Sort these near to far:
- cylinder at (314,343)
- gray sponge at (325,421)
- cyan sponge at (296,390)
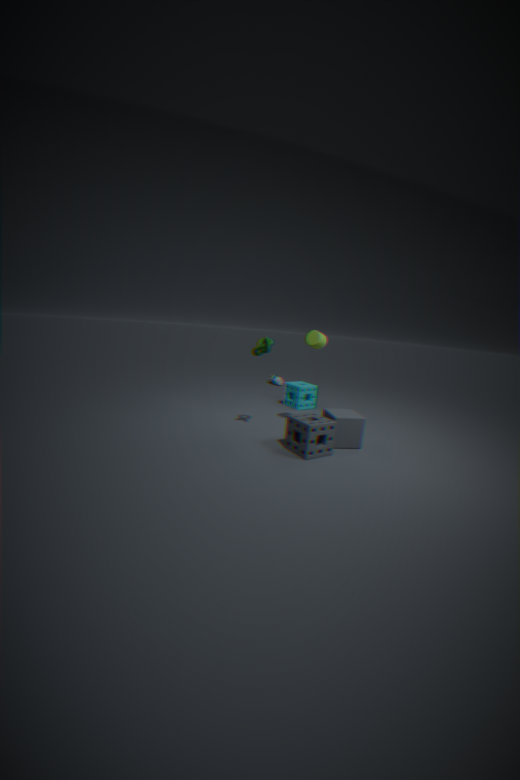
gray sponge at (325,421) → cylinder at (314,343) → cyan sponge at (296,390)
